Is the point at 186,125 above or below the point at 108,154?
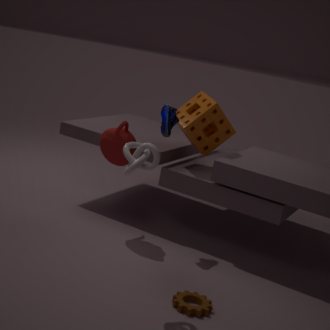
above
